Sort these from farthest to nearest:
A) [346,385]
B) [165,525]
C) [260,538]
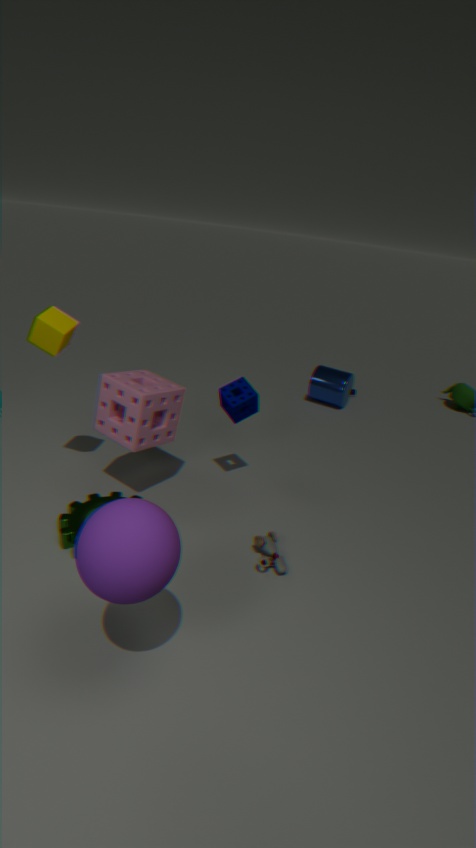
[346,385]
[260,538]
[165,525]
